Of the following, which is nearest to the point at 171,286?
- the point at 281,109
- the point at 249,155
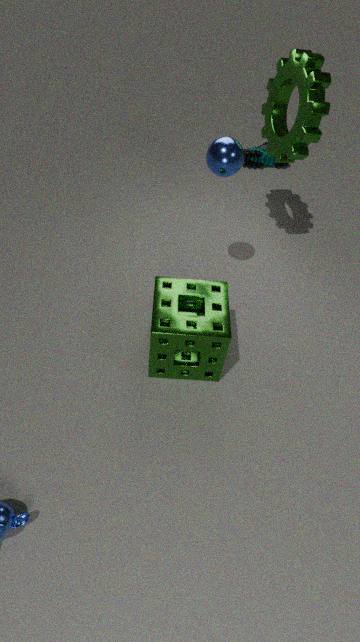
the point at 281,109
